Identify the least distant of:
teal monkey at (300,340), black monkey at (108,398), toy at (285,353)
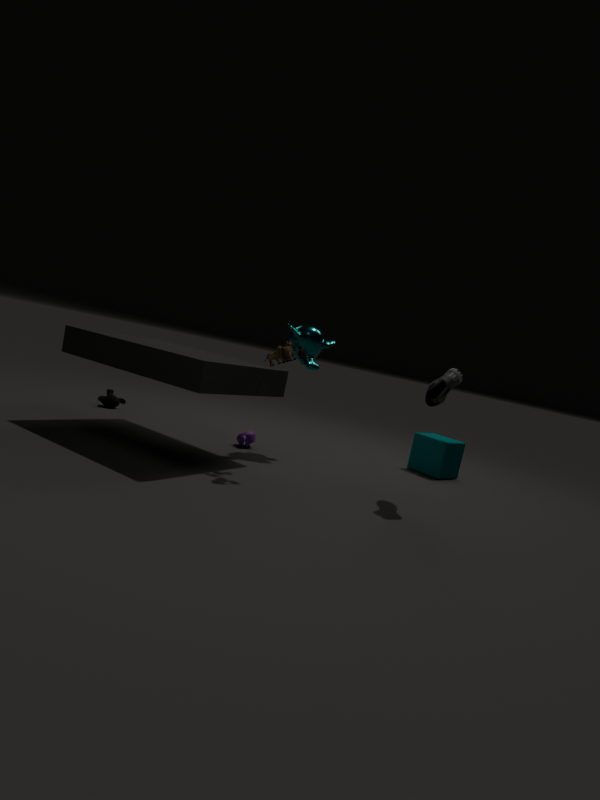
toy at (285,353)
